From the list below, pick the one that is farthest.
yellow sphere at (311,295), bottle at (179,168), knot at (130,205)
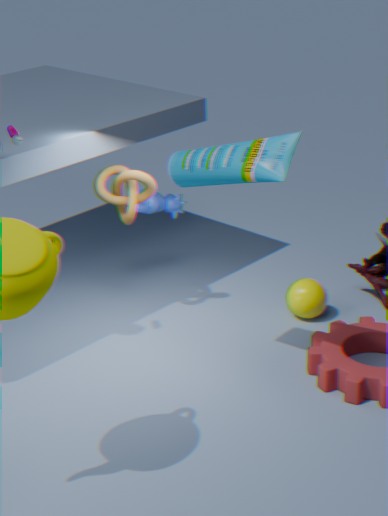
yellow sphere at (311,295)
